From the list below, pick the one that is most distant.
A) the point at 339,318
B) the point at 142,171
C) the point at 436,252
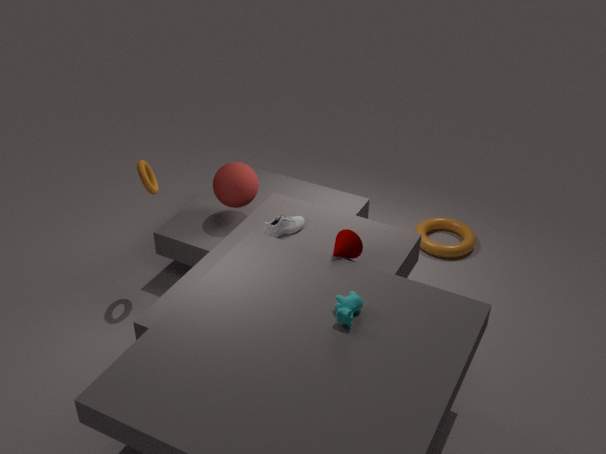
the point at 436,252
